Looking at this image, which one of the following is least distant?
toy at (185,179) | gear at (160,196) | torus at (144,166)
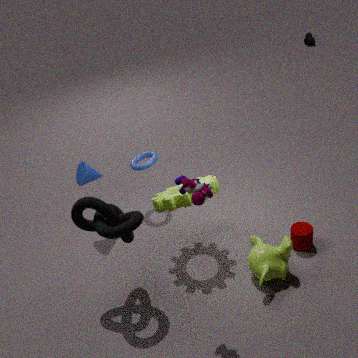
toy at (185,179)
